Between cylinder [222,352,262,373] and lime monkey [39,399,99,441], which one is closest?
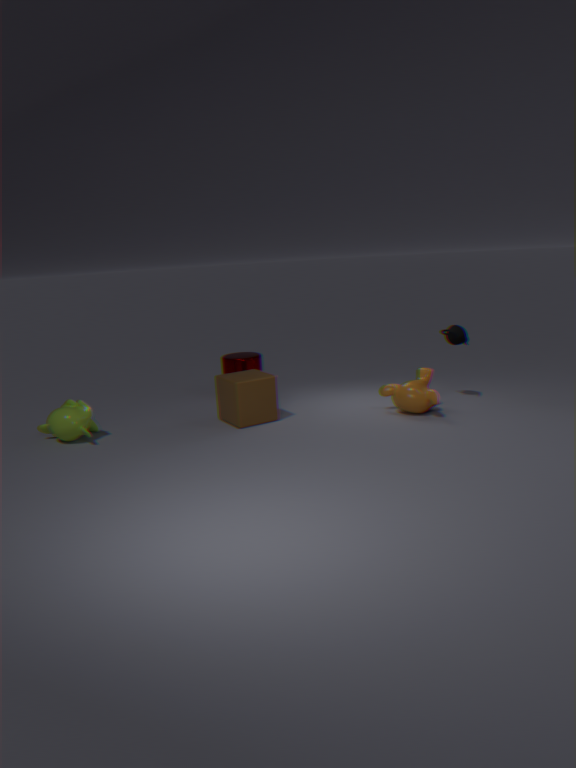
lime monkey [39,399,99,441]
